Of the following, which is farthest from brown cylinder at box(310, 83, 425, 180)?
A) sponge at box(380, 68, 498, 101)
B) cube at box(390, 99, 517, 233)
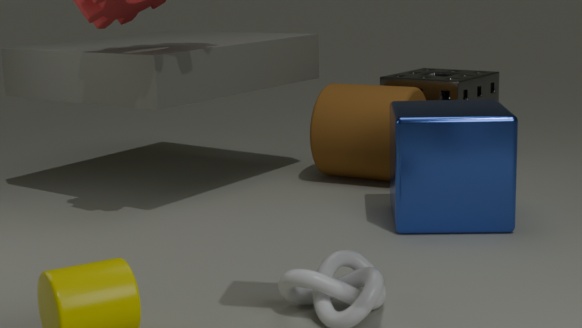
cube at box(390, 99, 517, 233)
